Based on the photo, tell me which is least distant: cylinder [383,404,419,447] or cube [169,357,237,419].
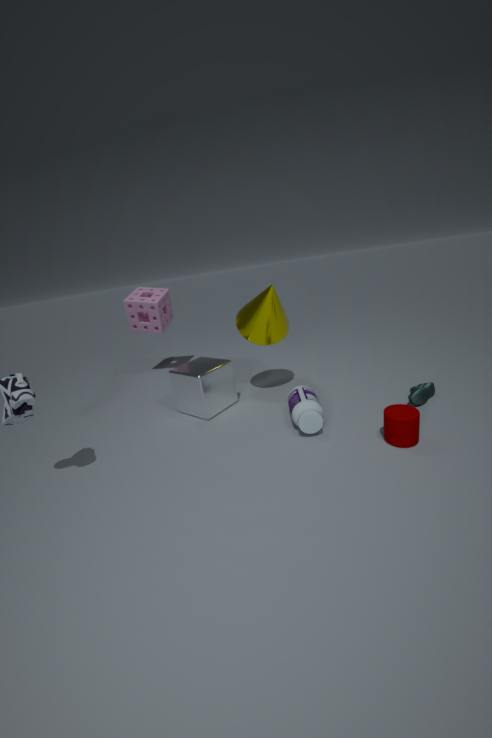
cylinder [383,404,419,447]
